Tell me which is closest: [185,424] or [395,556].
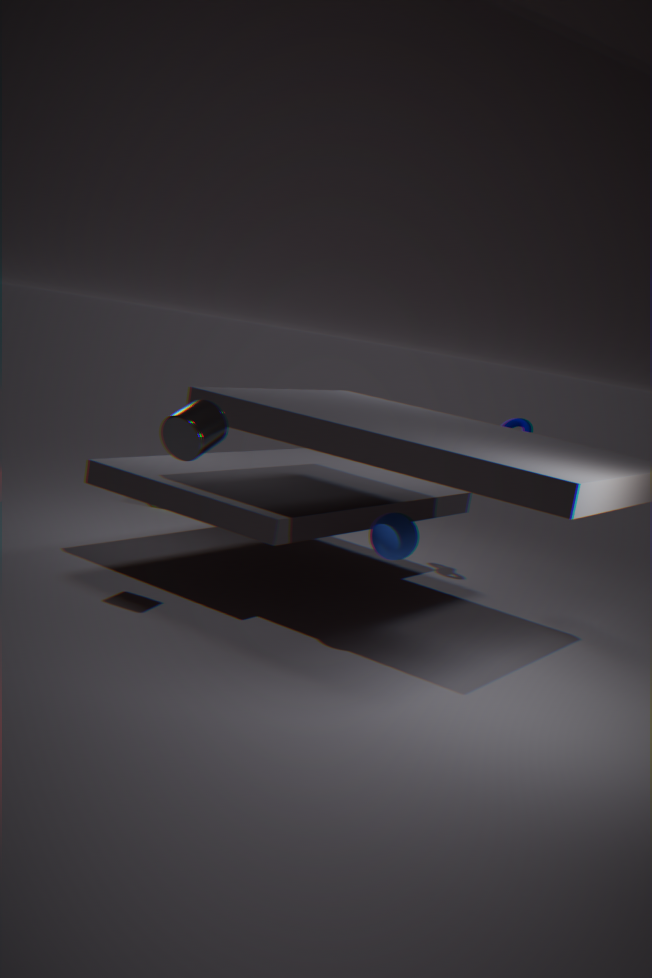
[185,424]
